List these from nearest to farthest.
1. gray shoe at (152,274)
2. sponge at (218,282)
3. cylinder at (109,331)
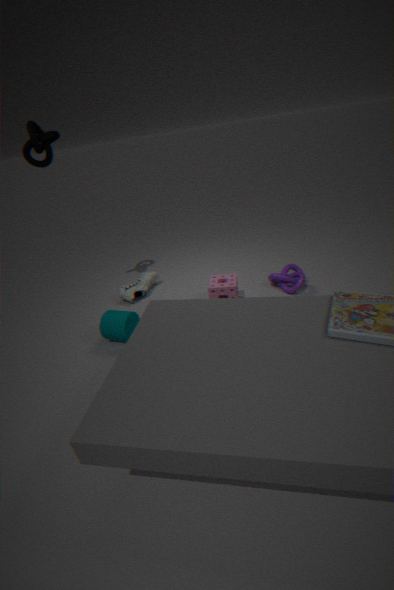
cylinder at (109,331)
sponge at (218,282)
gray shoe at (152,274)
